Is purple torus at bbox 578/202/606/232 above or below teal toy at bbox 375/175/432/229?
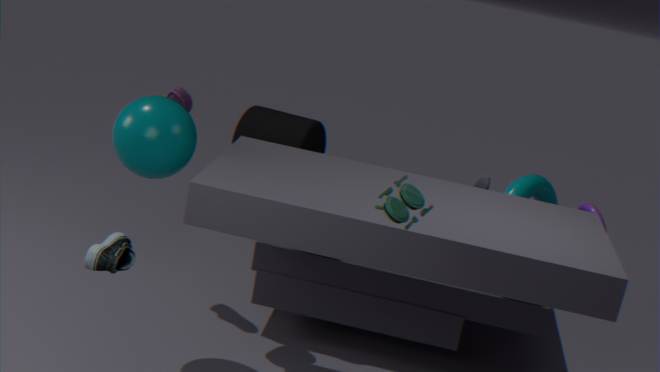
below
